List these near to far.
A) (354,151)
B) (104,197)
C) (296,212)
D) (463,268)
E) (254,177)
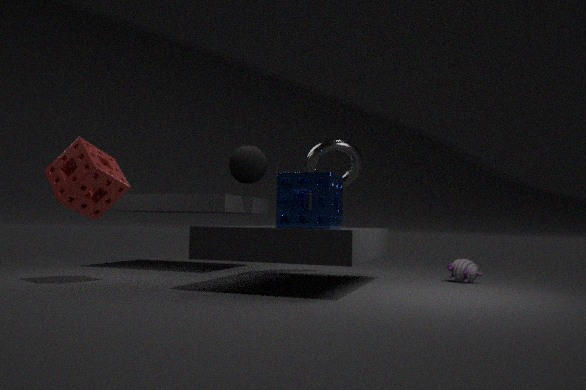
(296,212) < (104,197) < (463,268) < (354,151) < (254,177)
